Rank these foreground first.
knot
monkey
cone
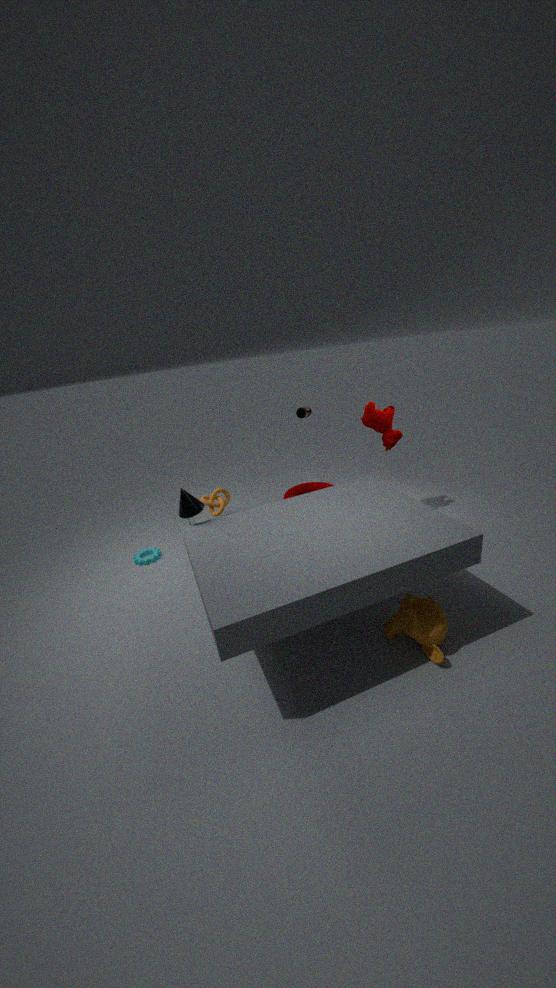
monkey → cone → knot
